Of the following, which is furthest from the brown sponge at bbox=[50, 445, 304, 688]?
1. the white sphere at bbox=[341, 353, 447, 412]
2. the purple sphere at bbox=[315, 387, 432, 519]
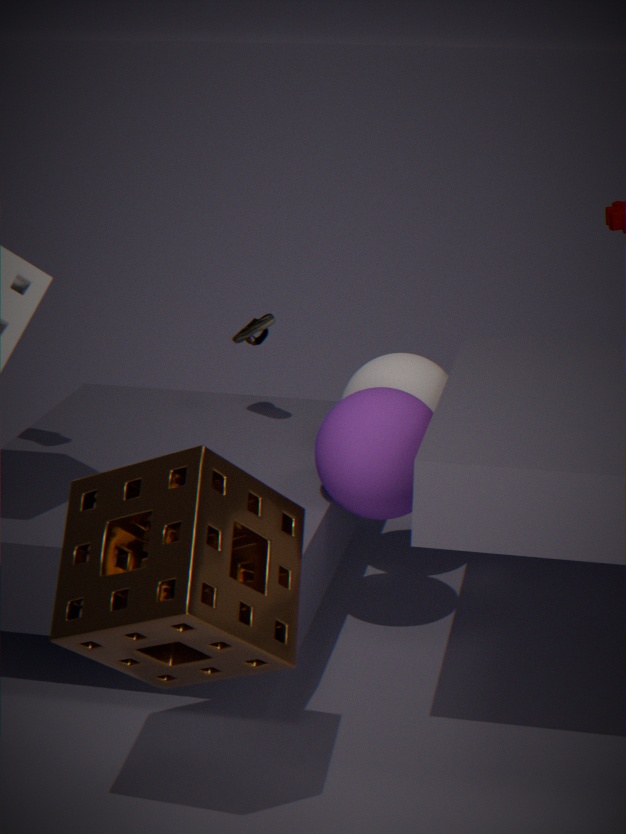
the white sphere at bbox=[341, 353, 447, 412]
